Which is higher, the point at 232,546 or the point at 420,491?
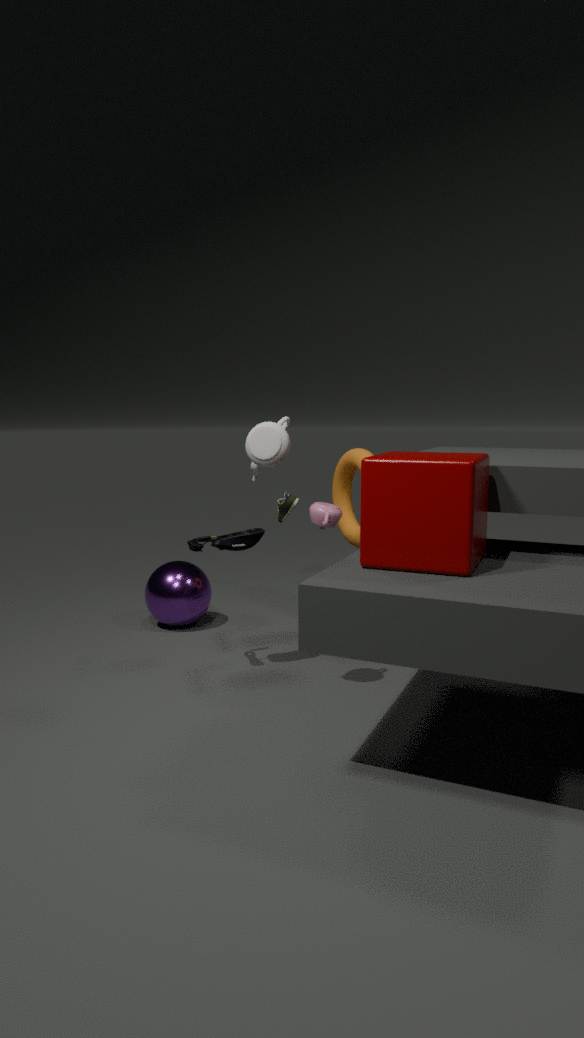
the point at 420,491
